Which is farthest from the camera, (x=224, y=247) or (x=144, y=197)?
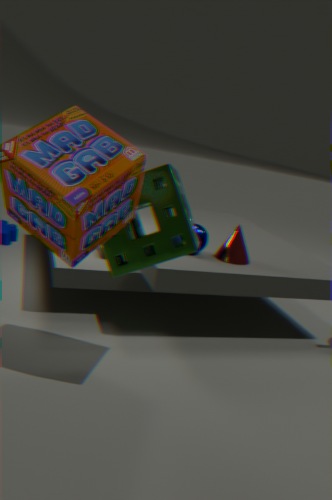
(x=224, y=247)
